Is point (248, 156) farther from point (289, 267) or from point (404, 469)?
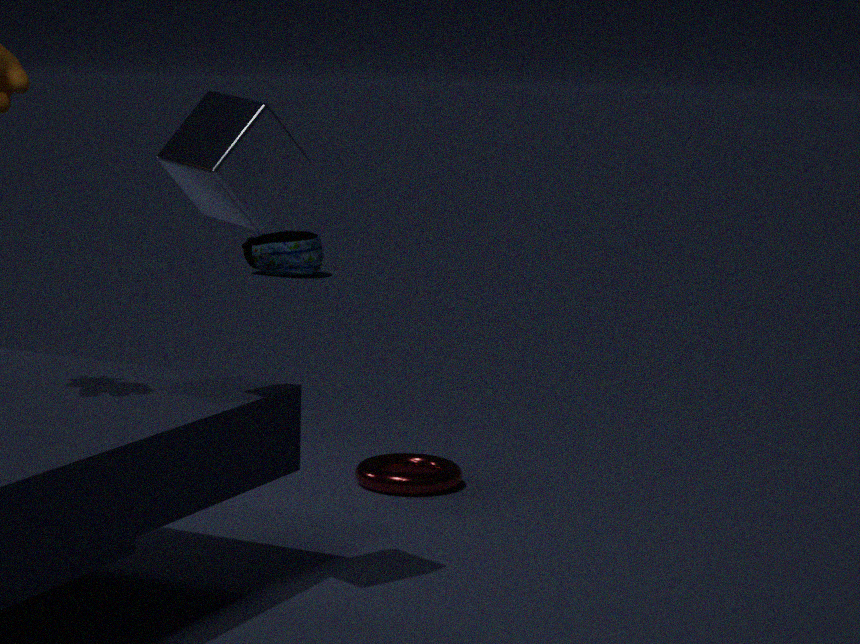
point (289, 267)
